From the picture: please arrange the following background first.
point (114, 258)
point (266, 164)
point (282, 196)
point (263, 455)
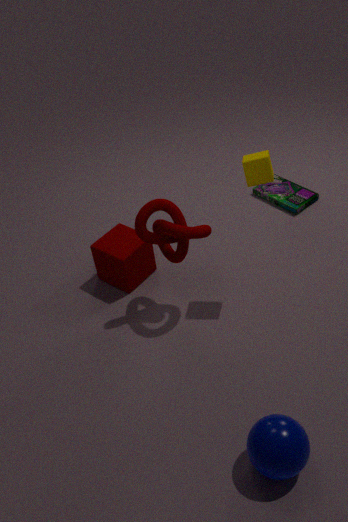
point (282, 196) → point (114, 258) → point (266, 164) → point (263, 455)
